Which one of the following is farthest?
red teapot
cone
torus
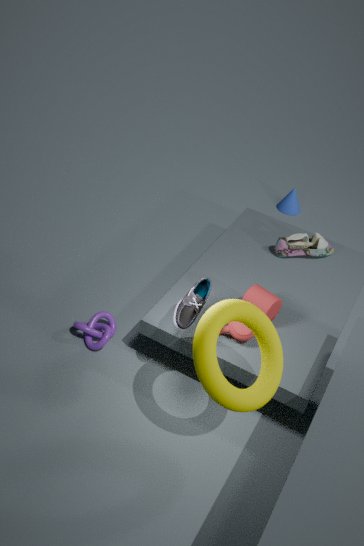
cone
